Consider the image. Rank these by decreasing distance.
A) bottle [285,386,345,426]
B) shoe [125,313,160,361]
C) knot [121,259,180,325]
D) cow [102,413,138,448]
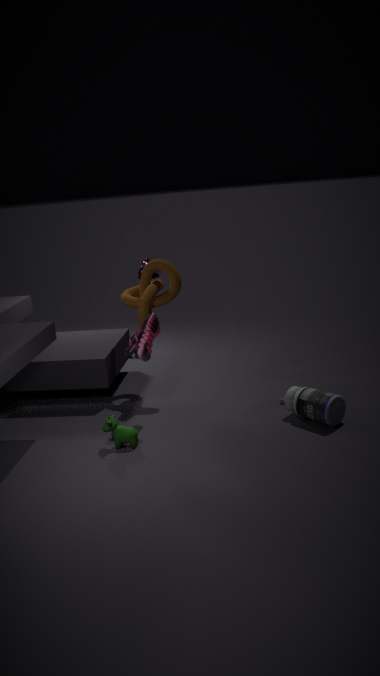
knot [121,259,180,325] < shoe [125,313,160,361] < bottle [285,386,345,426] < cow [102,413,138,448]
